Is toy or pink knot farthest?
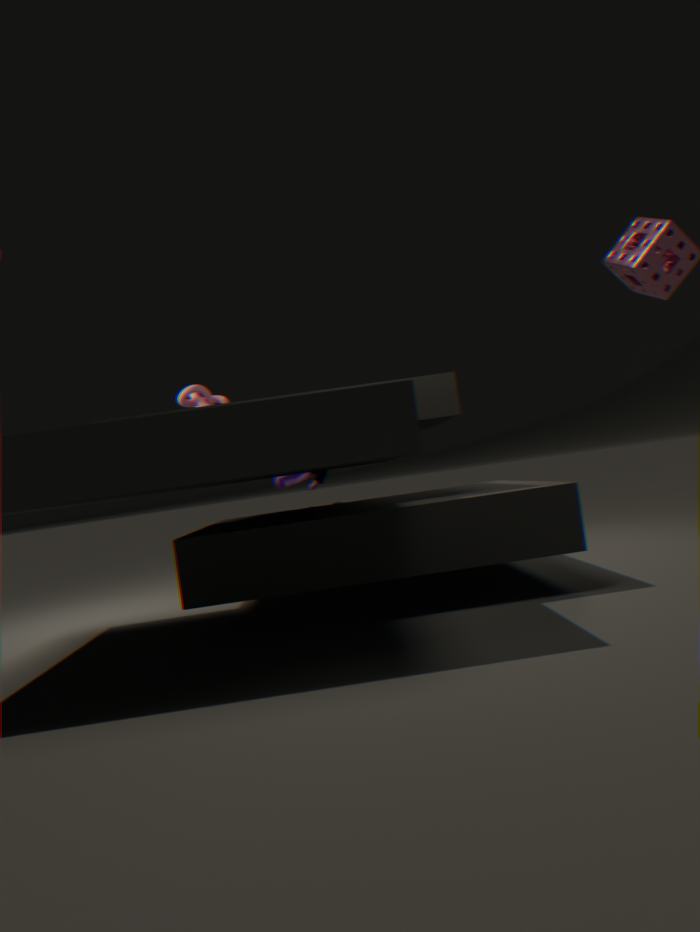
toy
